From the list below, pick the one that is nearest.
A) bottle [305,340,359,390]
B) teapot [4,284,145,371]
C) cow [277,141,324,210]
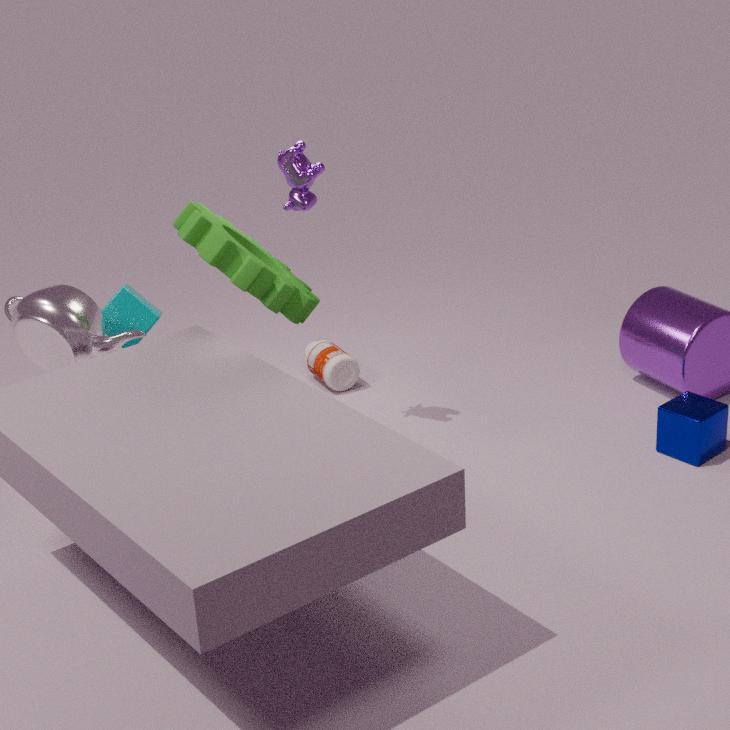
teapot [4,284,145,371]
